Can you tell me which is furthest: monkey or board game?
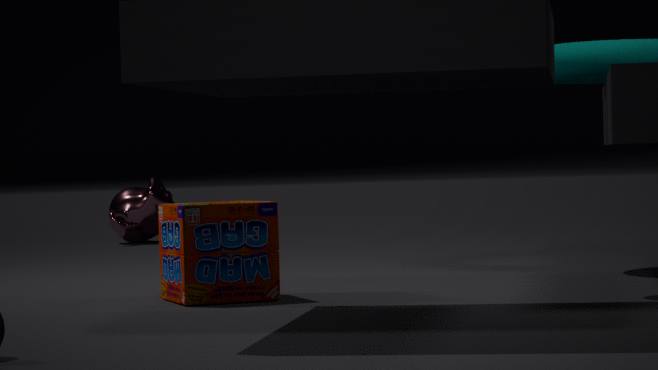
monkey
